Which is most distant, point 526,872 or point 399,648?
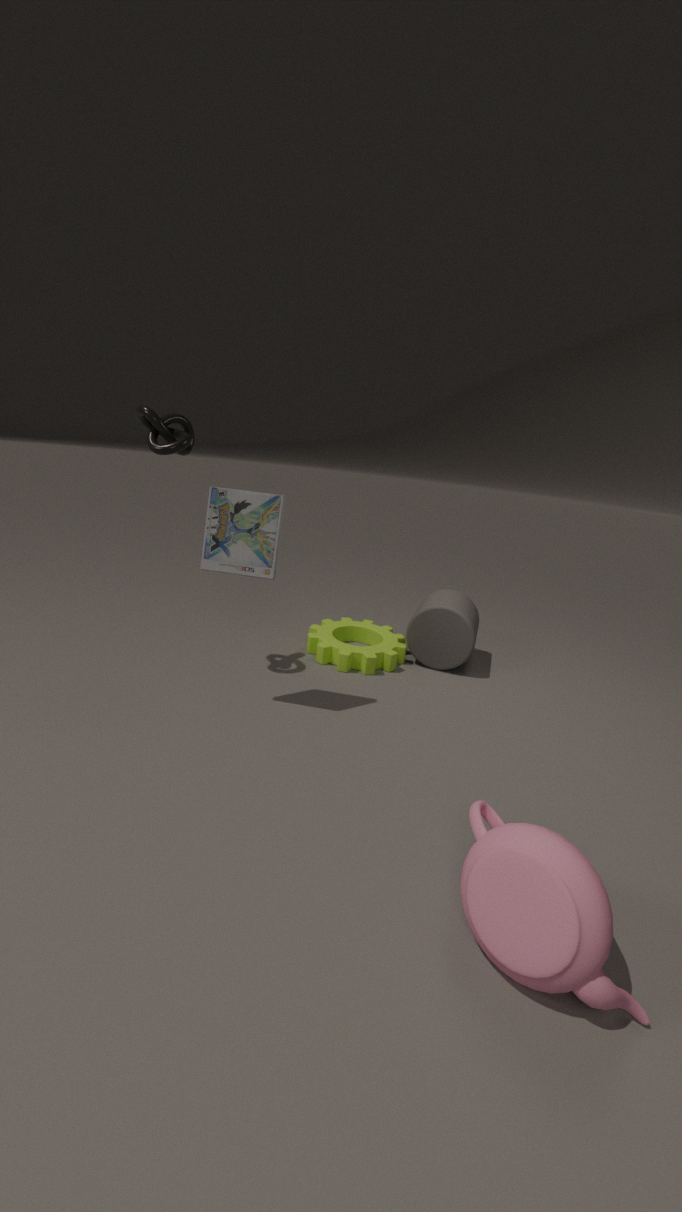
point 399,648
